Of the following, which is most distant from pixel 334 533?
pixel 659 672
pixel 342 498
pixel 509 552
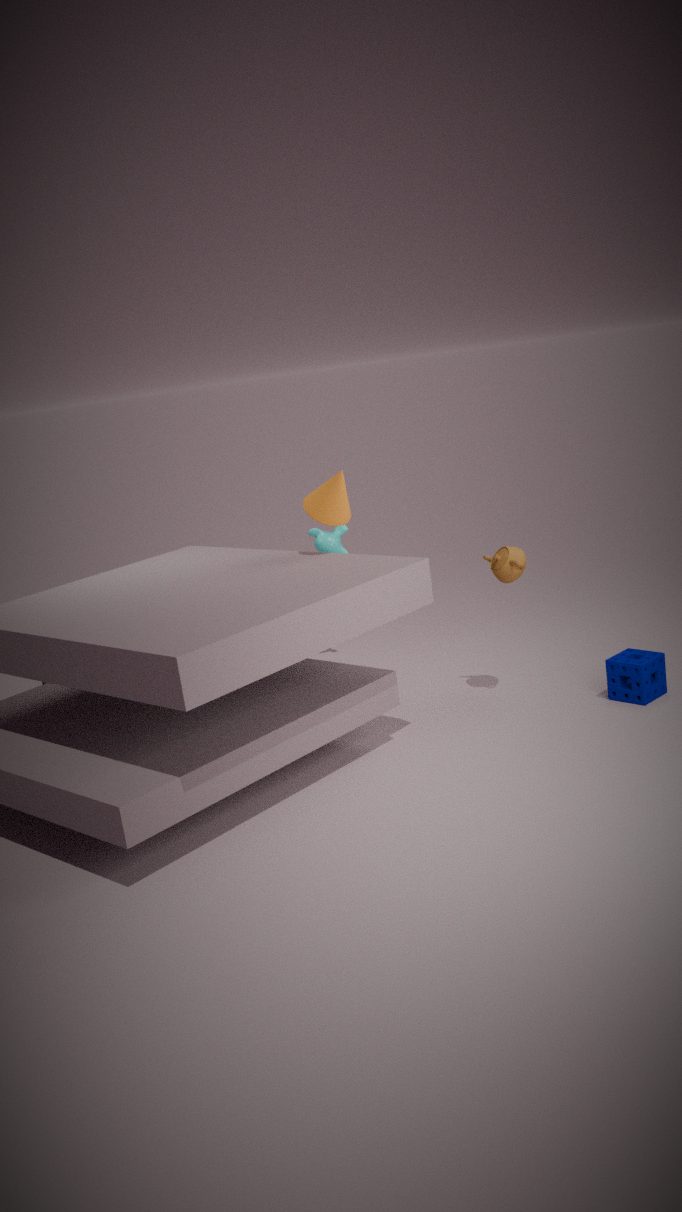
pixel 659 672
